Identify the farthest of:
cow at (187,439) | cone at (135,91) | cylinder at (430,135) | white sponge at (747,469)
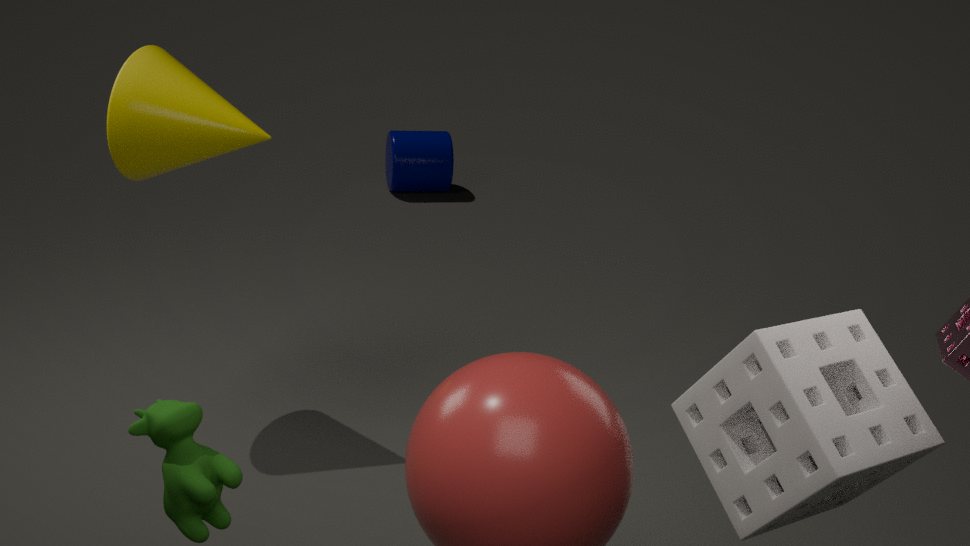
cylinder at (430,135)
